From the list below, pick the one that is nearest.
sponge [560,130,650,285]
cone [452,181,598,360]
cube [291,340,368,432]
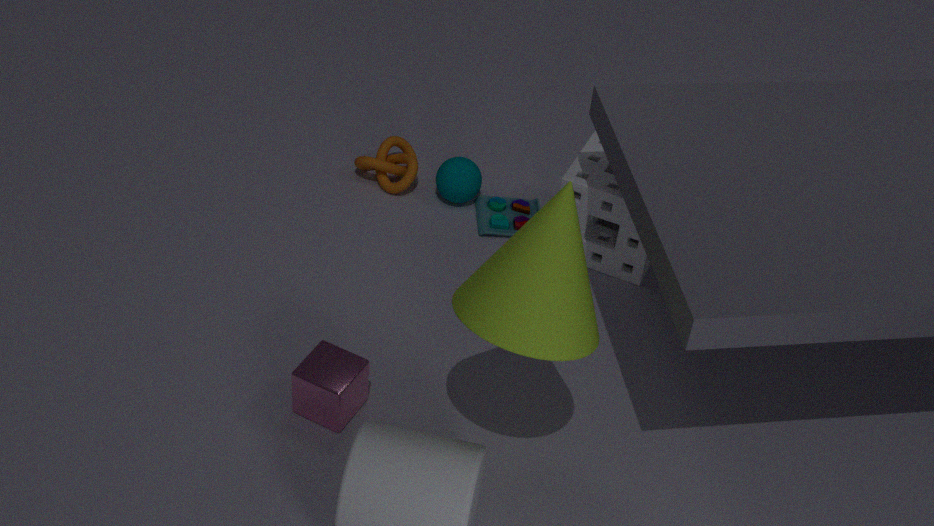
cone [452,181,598,360]
